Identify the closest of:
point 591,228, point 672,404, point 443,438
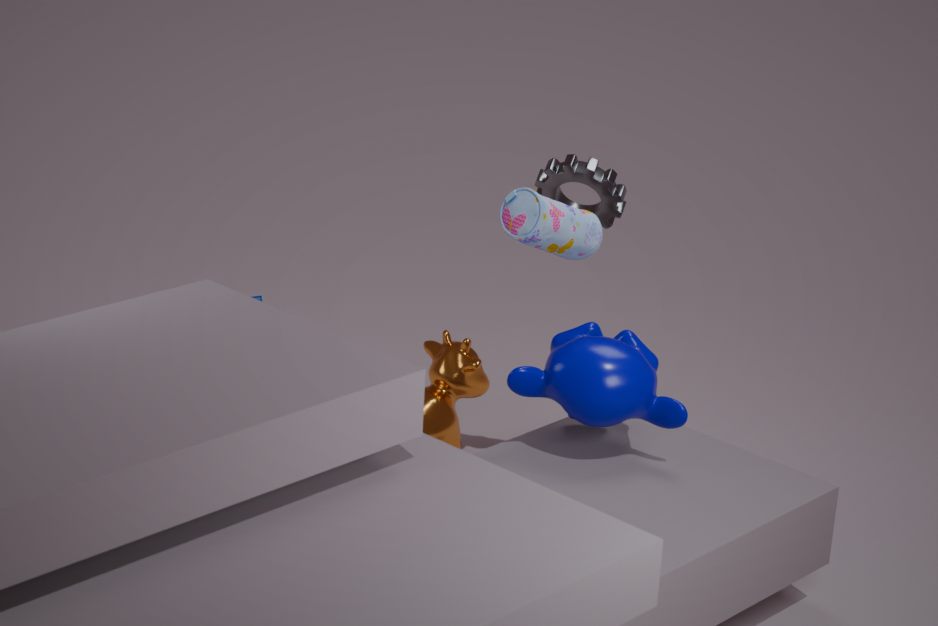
point 672,404
